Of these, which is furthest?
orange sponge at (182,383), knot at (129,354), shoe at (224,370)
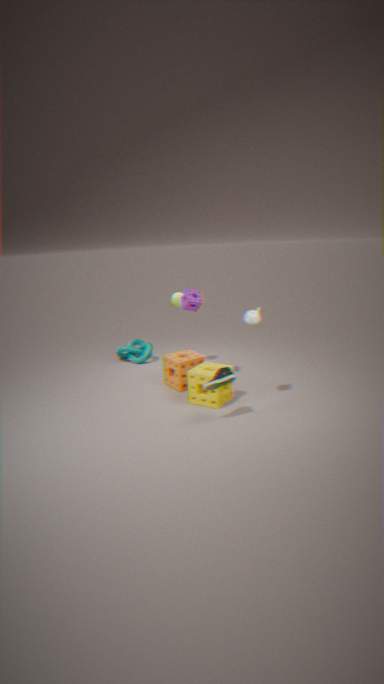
knot at (129,354)
